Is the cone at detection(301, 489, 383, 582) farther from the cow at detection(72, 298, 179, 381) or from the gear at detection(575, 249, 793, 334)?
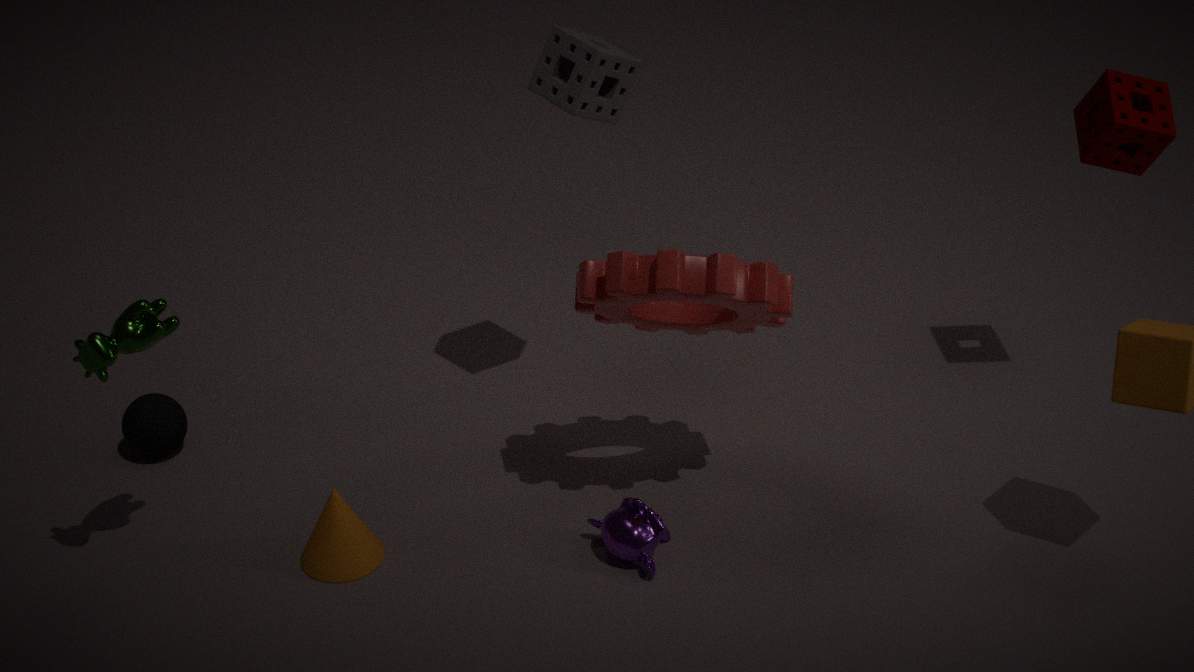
the gear at detection(575, 249, 793, 334)
